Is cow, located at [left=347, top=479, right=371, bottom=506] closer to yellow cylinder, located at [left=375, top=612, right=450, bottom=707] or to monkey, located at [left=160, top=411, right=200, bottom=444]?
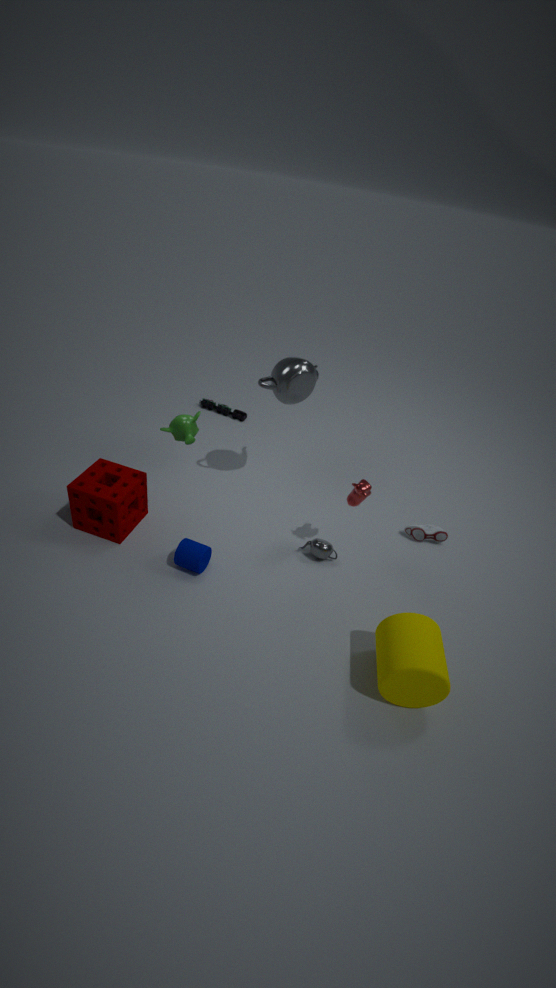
yellow cylinder, located at [left=375, top=612, right=450, bottom=707]
